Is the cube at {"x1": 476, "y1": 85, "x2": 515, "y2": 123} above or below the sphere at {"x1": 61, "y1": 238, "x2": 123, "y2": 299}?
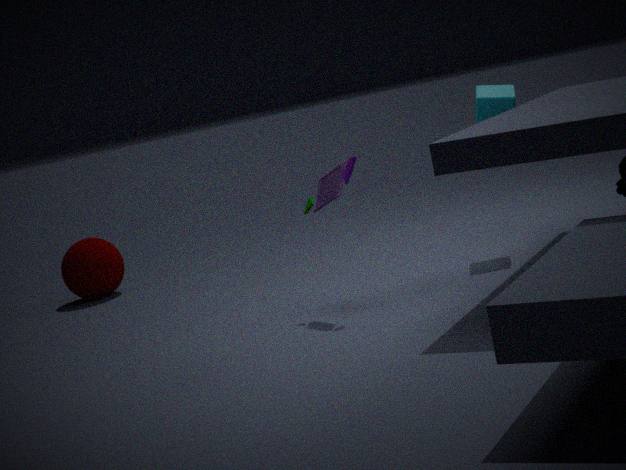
above
